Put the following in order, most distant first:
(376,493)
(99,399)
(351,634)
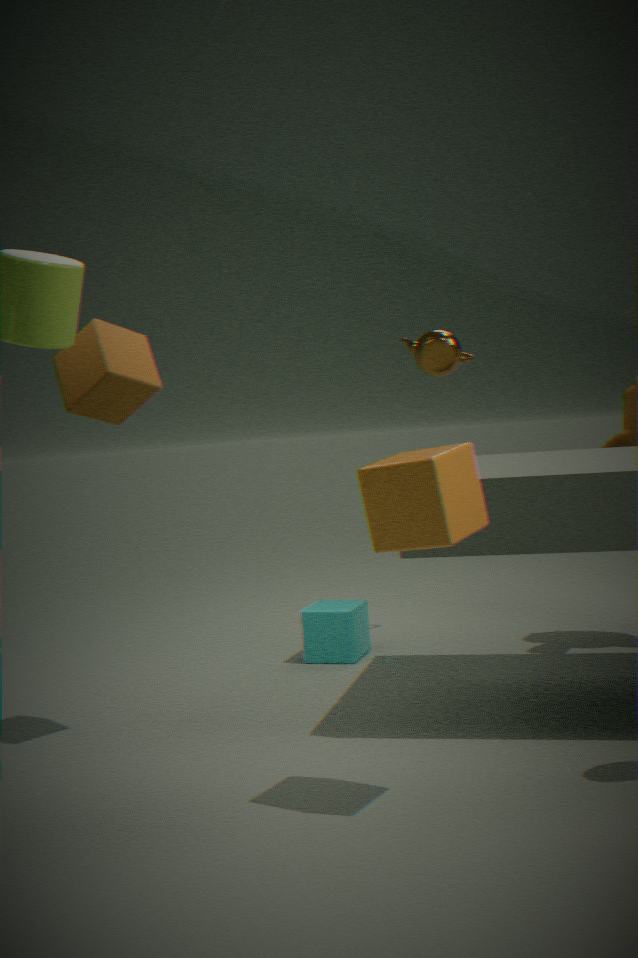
(351,634) < (99,399) < (376,493)
